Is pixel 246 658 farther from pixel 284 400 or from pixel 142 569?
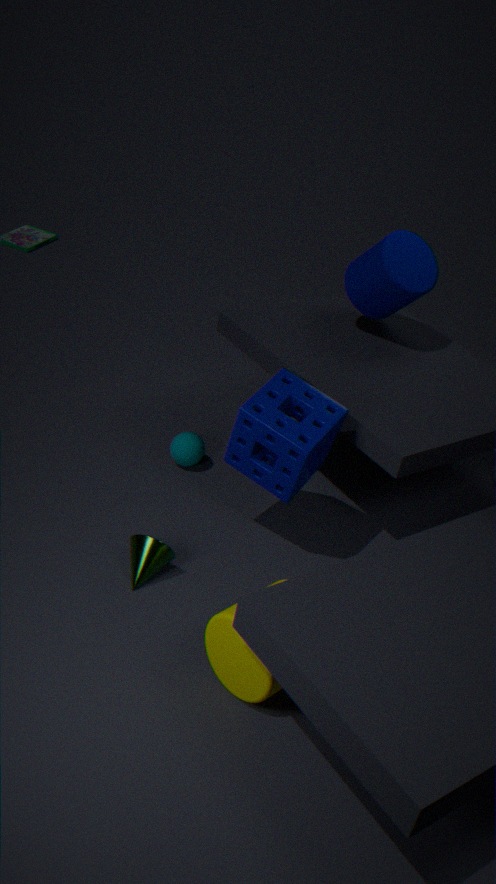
pixel 284 400
